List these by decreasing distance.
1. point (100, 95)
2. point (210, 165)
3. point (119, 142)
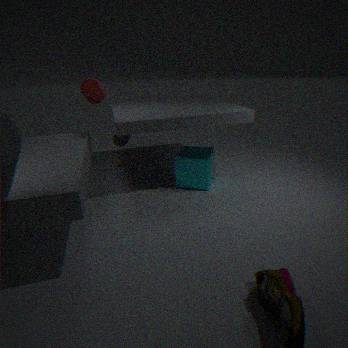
point (119, 142) → point (210, 165) → point (100, 95)
